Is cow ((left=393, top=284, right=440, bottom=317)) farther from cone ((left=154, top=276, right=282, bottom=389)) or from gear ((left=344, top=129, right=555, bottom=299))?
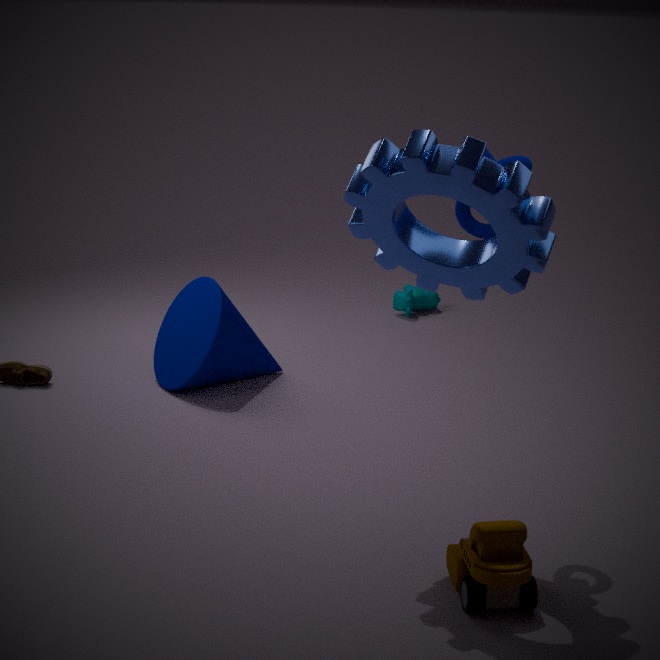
gear ((left=344, top=129, right=555, bottom=299))
